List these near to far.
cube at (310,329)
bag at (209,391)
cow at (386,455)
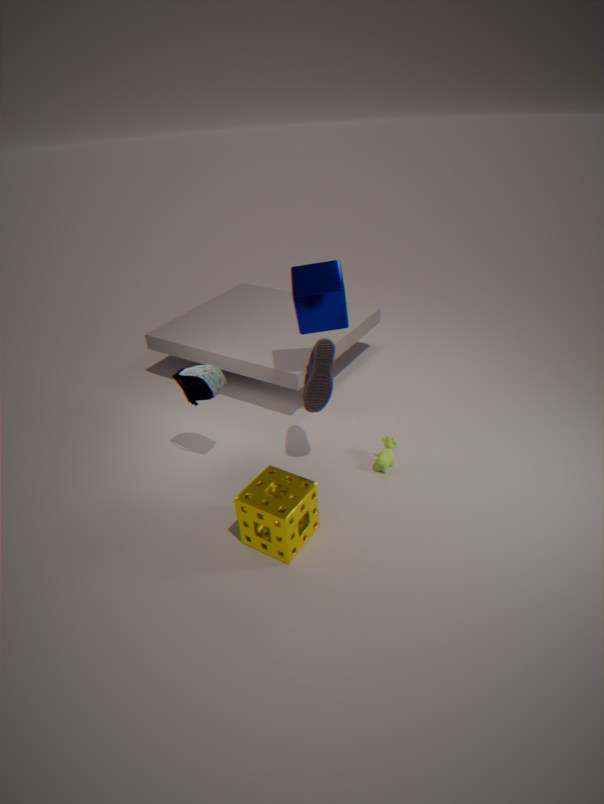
bag at (209,391), cube at (310,329), cow at (386,455)
